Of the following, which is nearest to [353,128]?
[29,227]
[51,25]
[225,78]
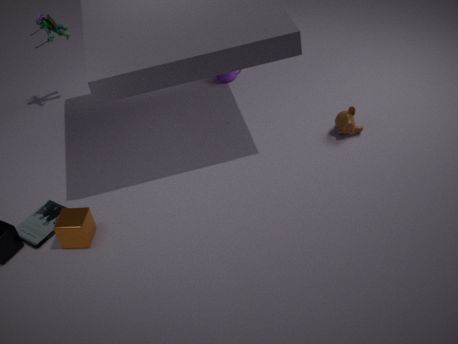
[225,78]
